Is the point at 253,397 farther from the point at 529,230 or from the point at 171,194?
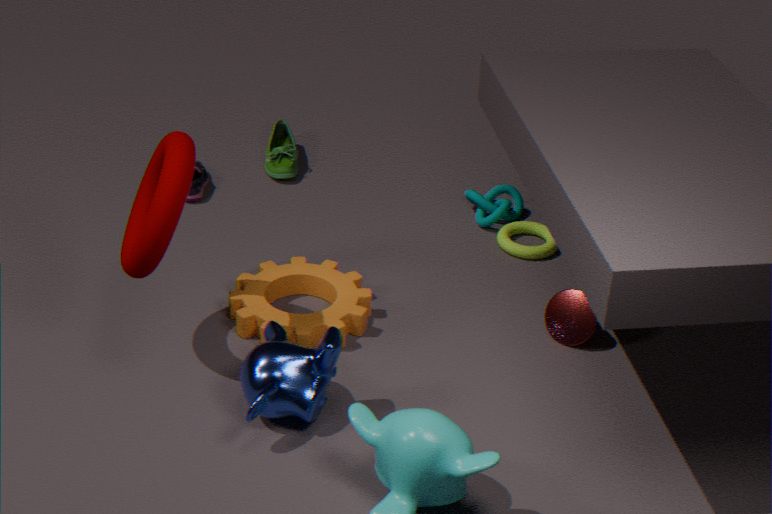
the point at 529,230
